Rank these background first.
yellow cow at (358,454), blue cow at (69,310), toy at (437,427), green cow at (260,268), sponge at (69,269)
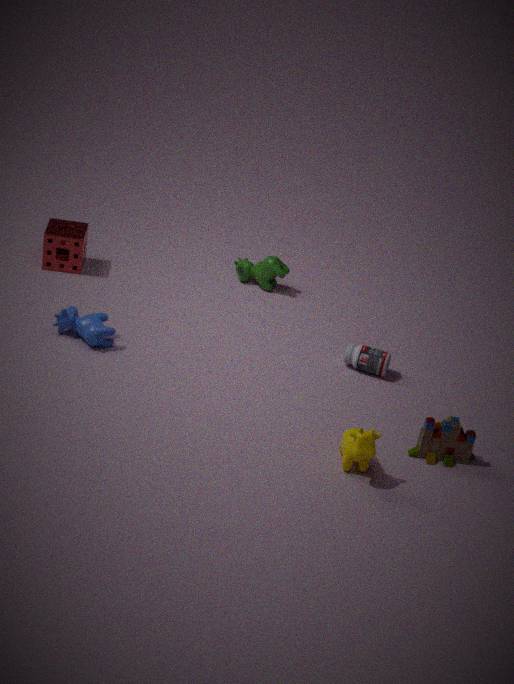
green cow at (260,268) < sponge at (69,269) < blue cow at (69,310) < toy at (437,427) < yellow cow at (358,454)
